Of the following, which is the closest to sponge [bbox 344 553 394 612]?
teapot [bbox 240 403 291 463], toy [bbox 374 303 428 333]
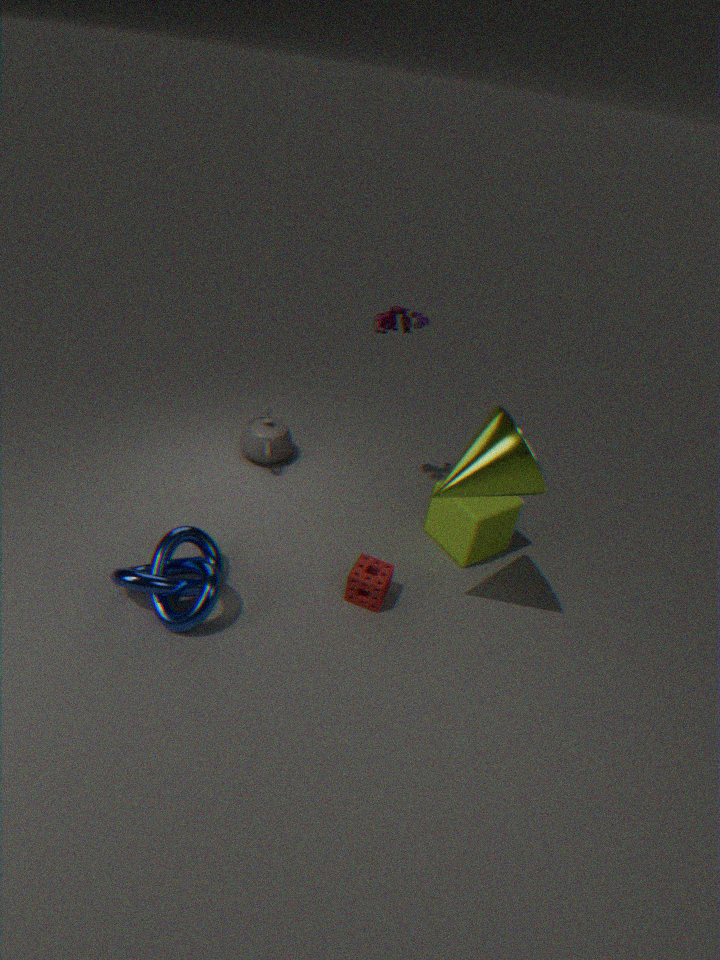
teapot [bbox 240 403 291 463]
